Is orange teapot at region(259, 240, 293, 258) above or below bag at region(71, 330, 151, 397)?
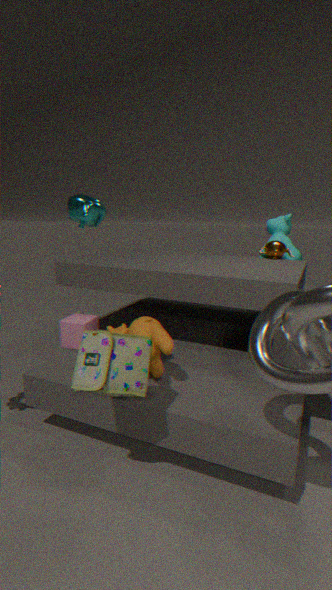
above
